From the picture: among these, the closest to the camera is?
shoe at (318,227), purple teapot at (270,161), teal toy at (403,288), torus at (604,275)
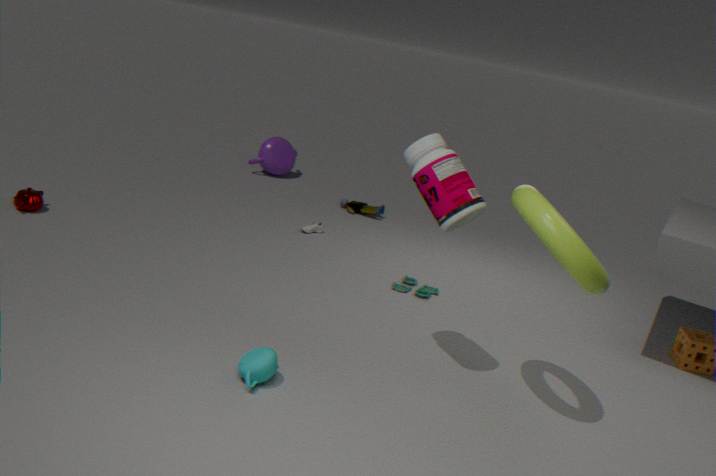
torus at (604,275)
